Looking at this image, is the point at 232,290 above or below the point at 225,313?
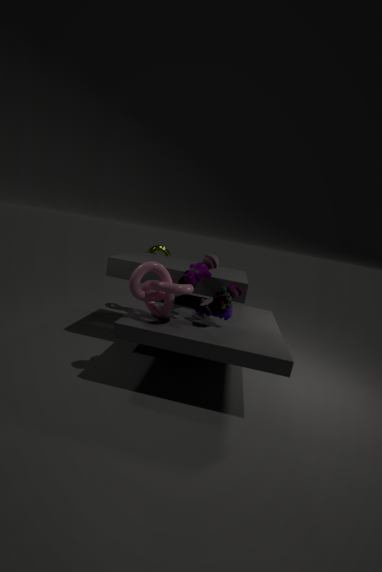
above
